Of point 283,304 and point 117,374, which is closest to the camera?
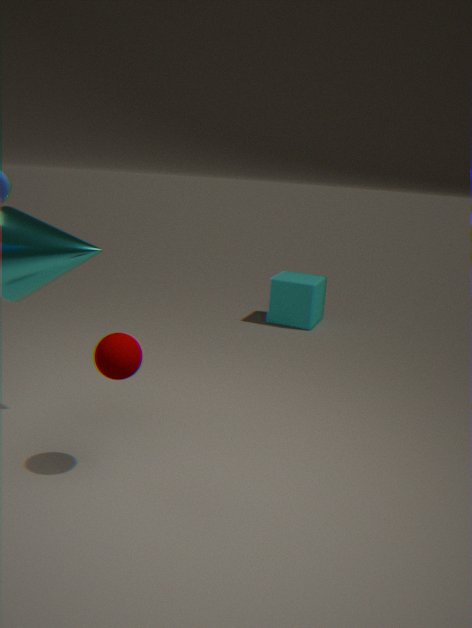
point 117,374
